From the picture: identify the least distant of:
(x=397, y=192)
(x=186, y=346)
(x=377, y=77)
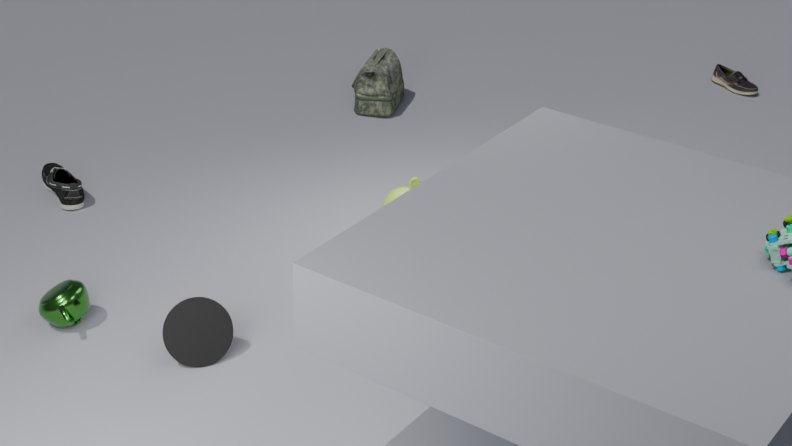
(x=186, y=346)
